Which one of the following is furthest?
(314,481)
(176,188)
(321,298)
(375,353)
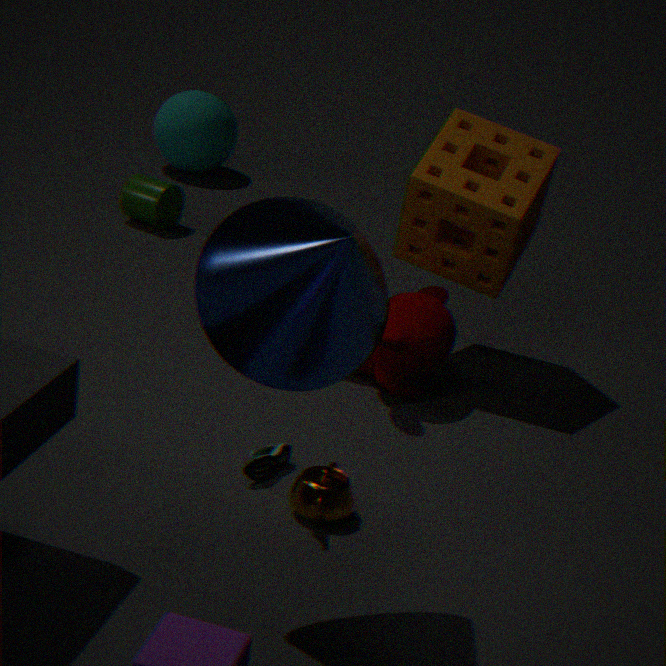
(176,188)
